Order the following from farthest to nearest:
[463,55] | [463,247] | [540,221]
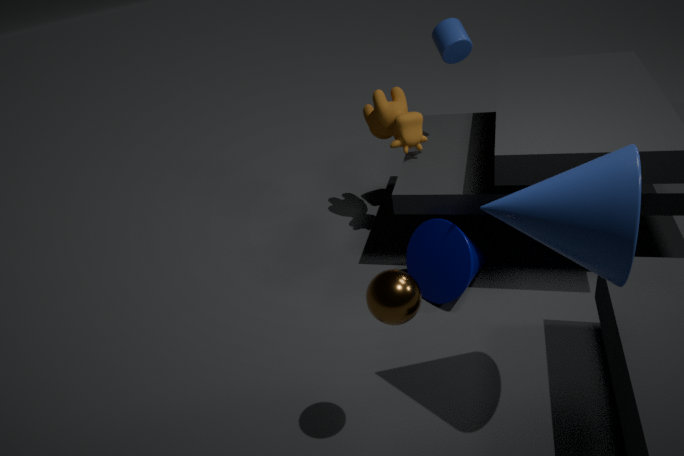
[463,55]
[463,247]
[540,221]
